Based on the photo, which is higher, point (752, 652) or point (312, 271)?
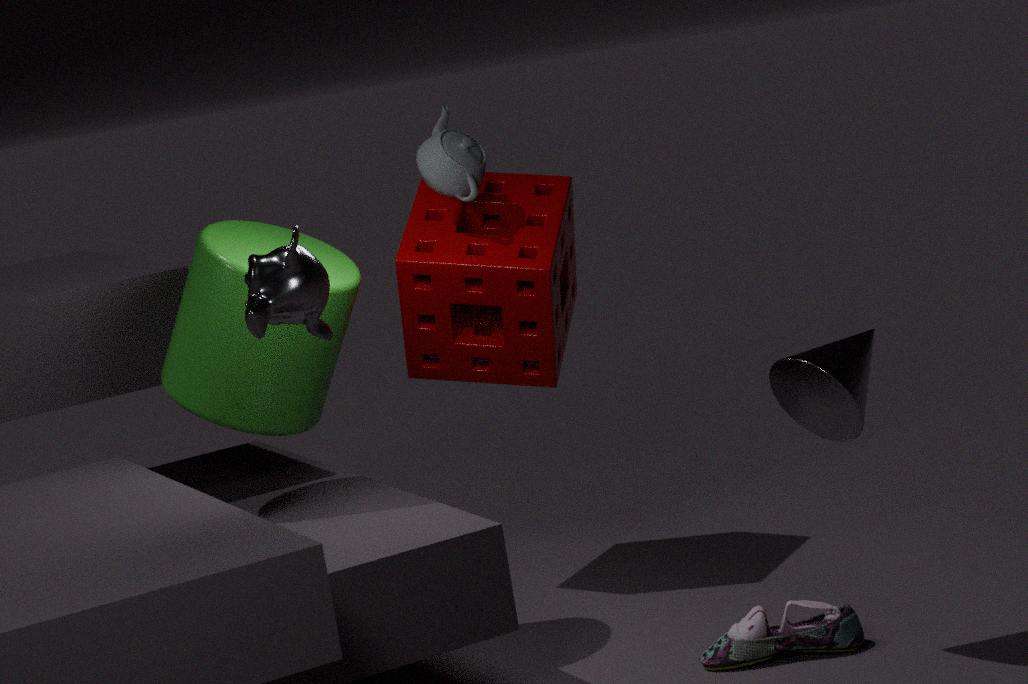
point (312, 271)
